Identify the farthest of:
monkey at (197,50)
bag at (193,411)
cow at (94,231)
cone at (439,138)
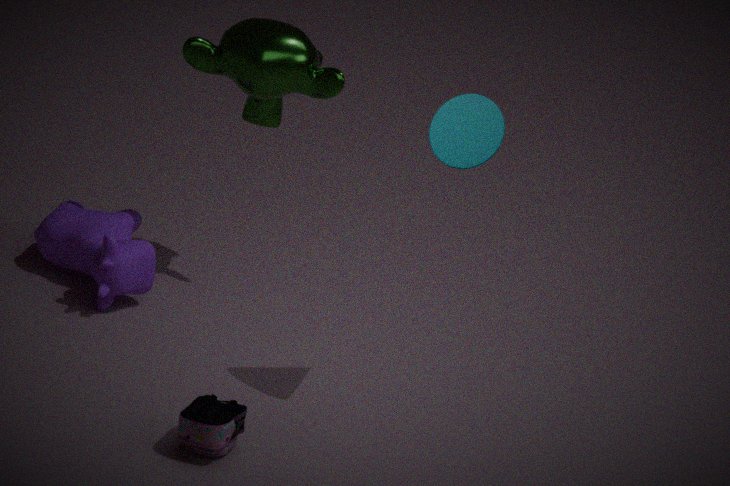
monkey at (197,50)
